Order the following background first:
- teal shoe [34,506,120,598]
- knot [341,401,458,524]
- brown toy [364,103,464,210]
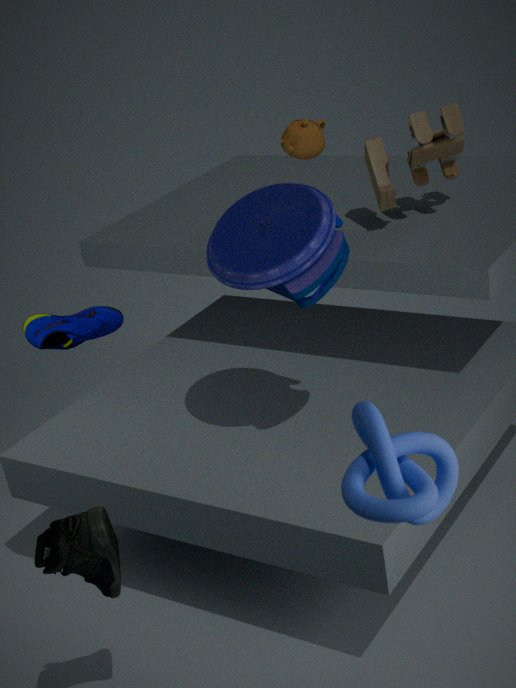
brown toy [364,103,464,210] → teal shoe [34,506,120,598] → knot [341,401,458,524]
